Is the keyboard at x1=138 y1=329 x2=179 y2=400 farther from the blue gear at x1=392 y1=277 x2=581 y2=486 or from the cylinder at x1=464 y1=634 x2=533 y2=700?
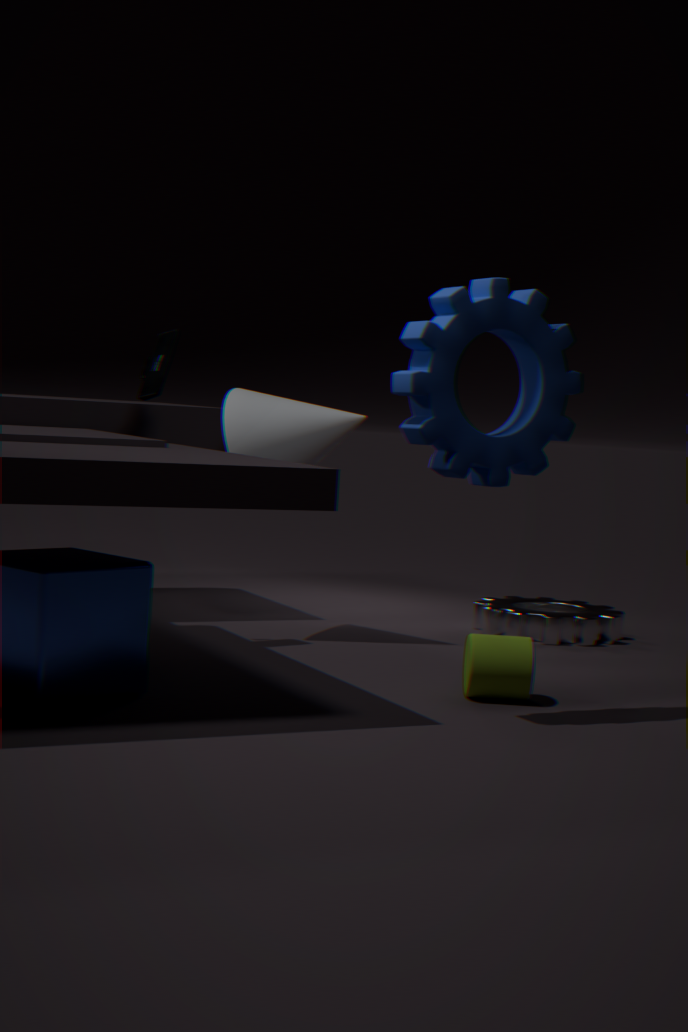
the cylinder at x1=464 y1=634 x2=533 y2=700
